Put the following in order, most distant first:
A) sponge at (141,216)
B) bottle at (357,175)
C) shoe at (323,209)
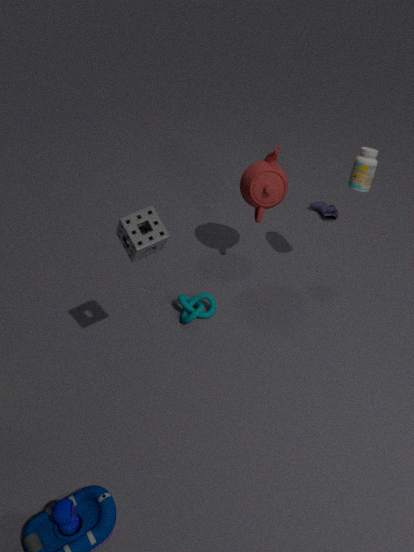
shoe at (323,209) → bottle at (357,175) → sponge at (141,216)
